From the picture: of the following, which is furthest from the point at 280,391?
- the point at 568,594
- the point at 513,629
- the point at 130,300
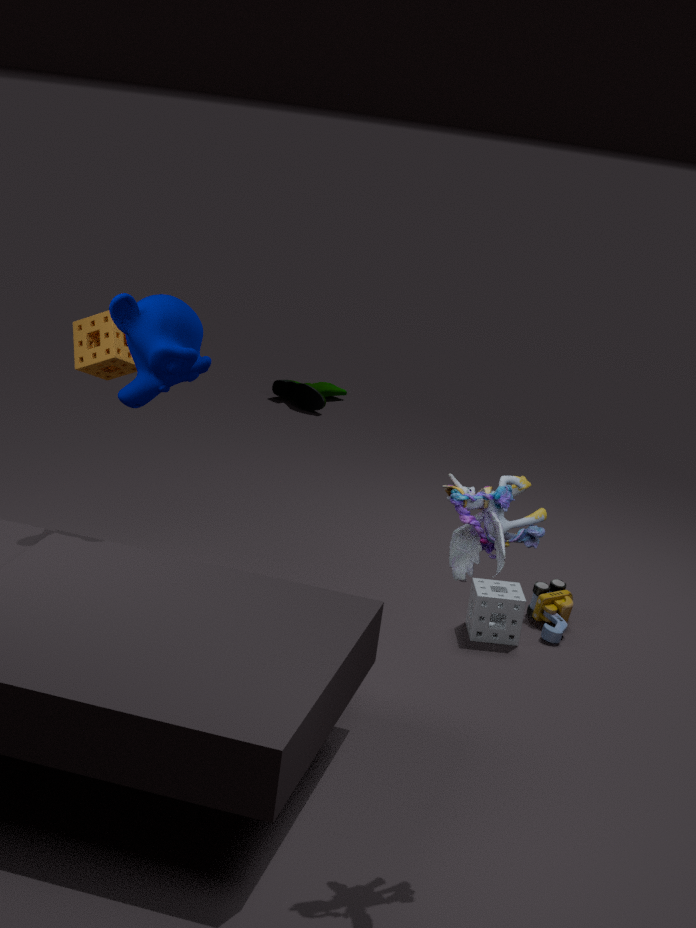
the point at 130,300
